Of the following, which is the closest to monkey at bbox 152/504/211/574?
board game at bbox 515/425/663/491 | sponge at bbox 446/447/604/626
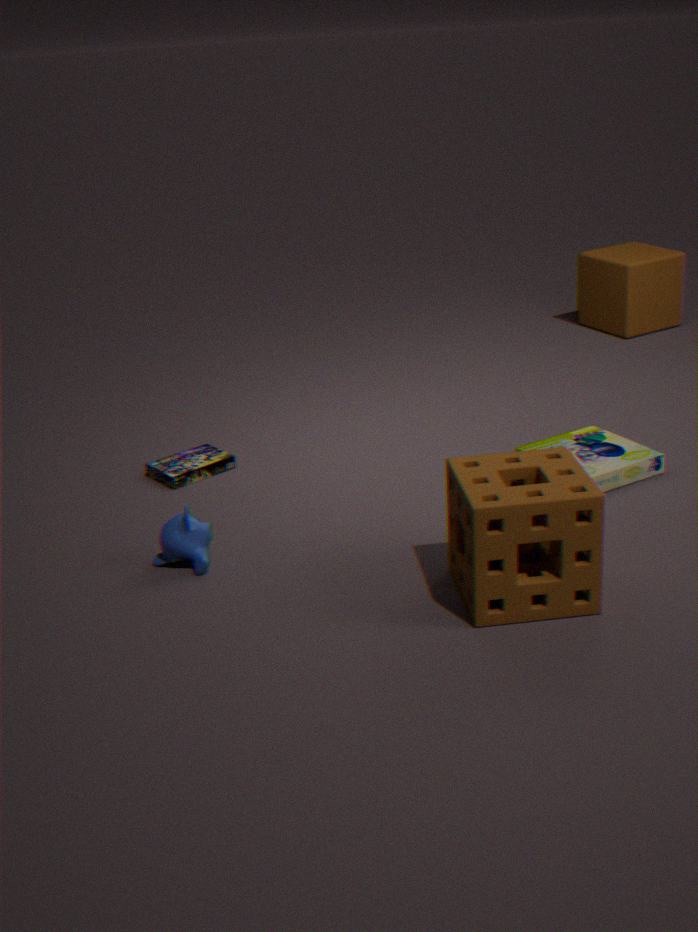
sponge at bbox 446/447/604/626
